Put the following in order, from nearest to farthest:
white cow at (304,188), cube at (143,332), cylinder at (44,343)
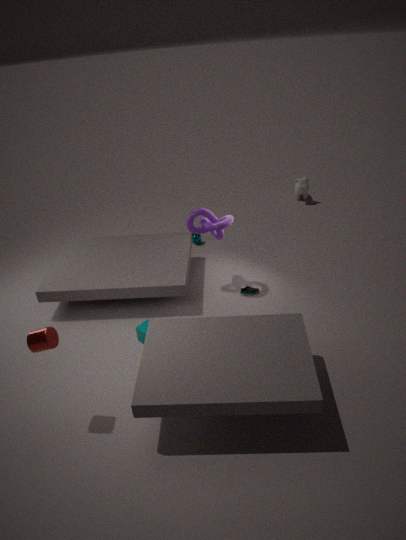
cylinder at (44,343)
cube at (143,332)
white cow at (304,188)
